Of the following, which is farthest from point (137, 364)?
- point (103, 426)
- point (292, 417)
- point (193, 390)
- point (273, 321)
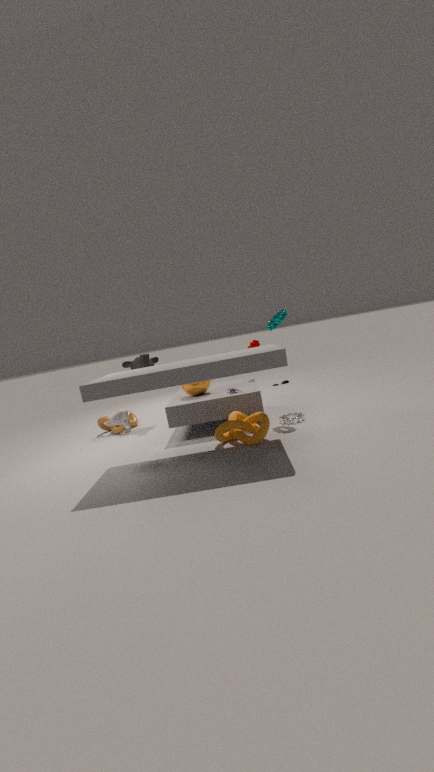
point (292, 417)
